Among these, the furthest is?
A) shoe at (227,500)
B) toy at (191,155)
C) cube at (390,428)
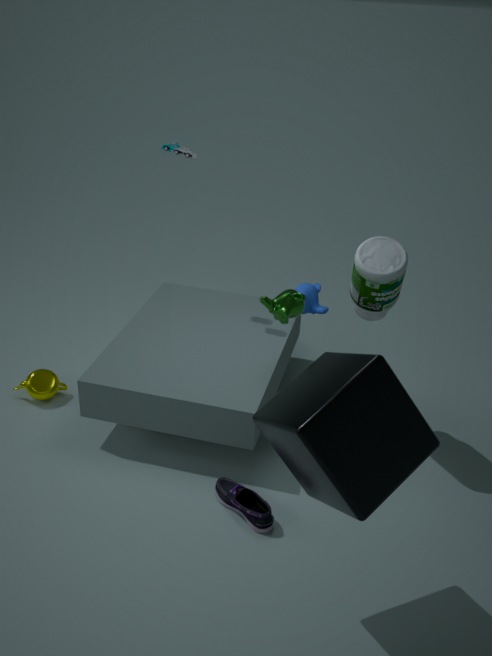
toy at (191,155)
